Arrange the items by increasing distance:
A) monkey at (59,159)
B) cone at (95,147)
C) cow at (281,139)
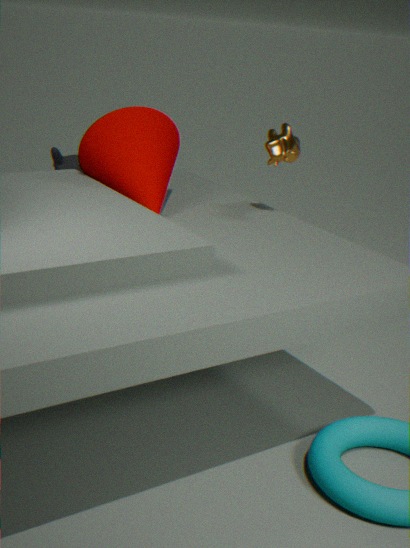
1. cone at (95,147)
2. cow at (281,139)
3. monkey at (59,159)
